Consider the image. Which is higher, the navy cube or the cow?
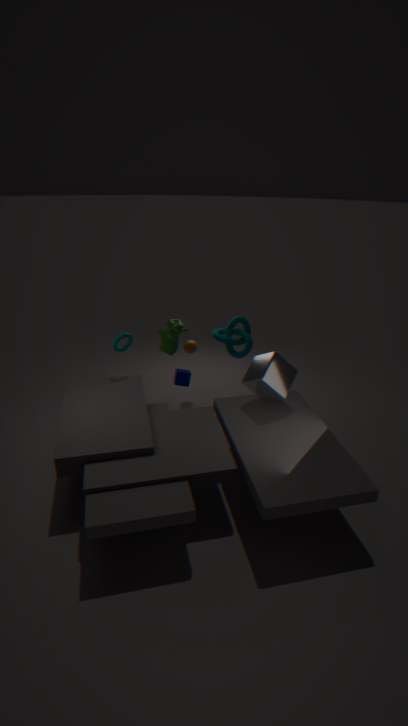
the cow
